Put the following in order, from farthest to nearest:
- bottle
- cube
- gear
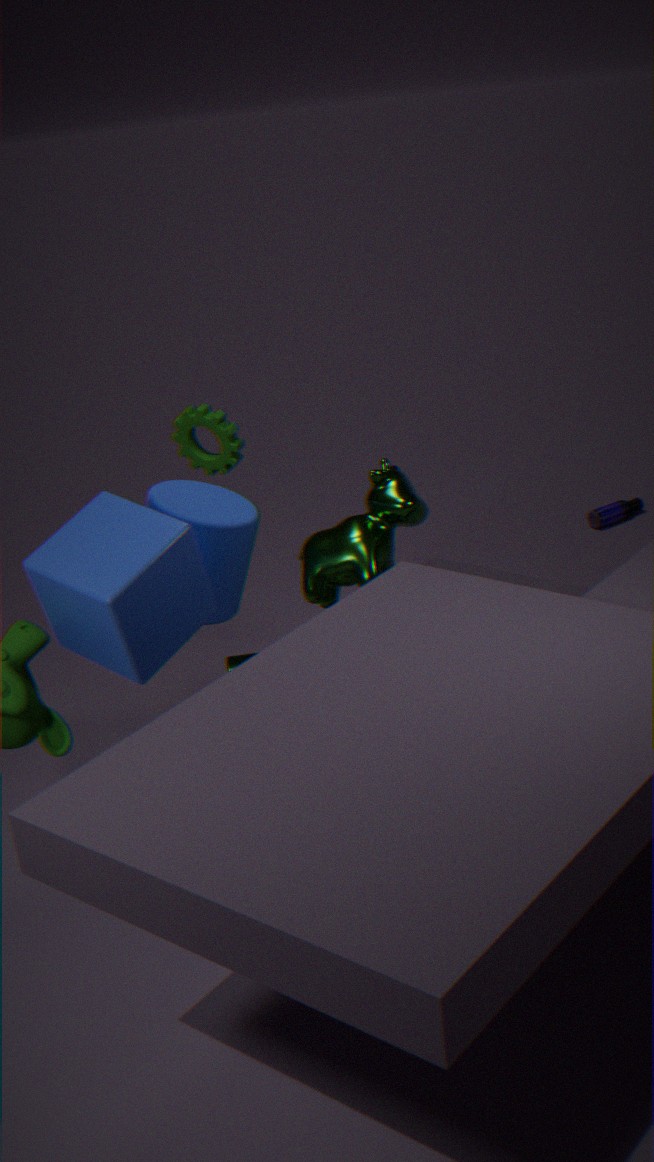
bottle < gear < cube
